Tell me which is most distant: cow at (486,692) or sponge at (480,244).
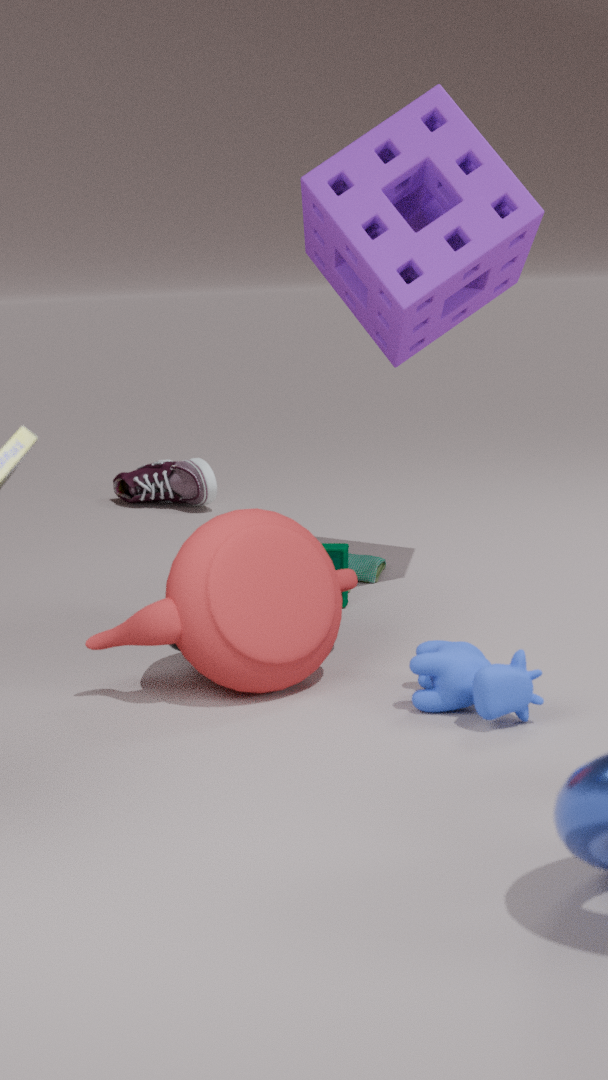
sponge at (480,244)
